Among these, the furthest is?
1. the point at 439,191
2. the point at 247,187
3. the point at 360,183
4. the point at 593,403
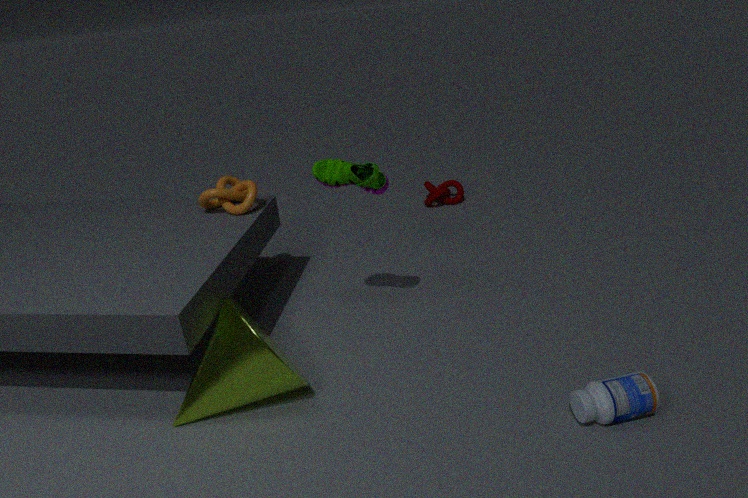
the point at 439,191
